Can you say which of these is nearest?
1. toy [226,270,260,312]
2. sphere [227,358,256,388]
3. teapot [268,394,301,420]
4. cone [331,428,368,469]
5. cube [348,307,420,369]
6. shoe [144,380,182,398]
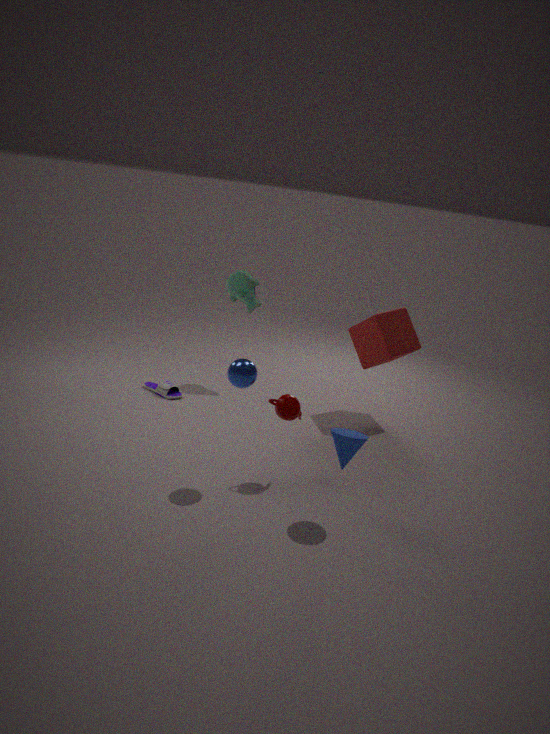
cone [331,428,368,469]
